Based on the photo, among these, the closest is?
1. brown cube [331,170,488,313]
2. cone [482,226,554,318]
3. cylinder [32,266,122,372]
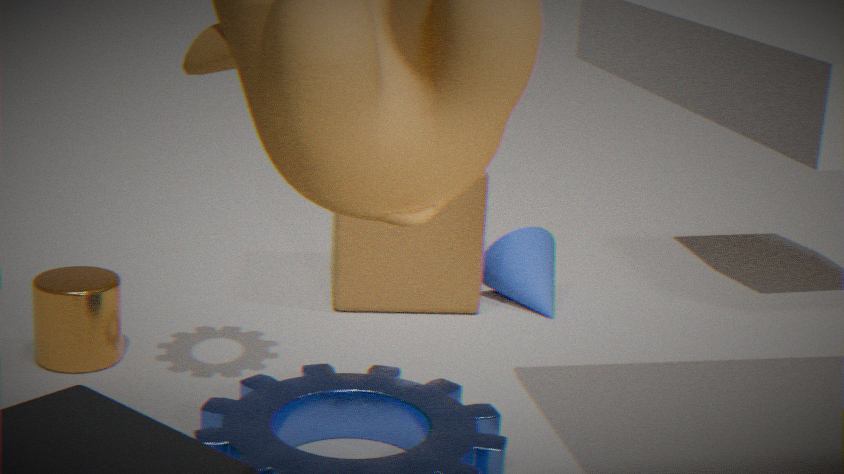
cylinder [32,266,122,372]
